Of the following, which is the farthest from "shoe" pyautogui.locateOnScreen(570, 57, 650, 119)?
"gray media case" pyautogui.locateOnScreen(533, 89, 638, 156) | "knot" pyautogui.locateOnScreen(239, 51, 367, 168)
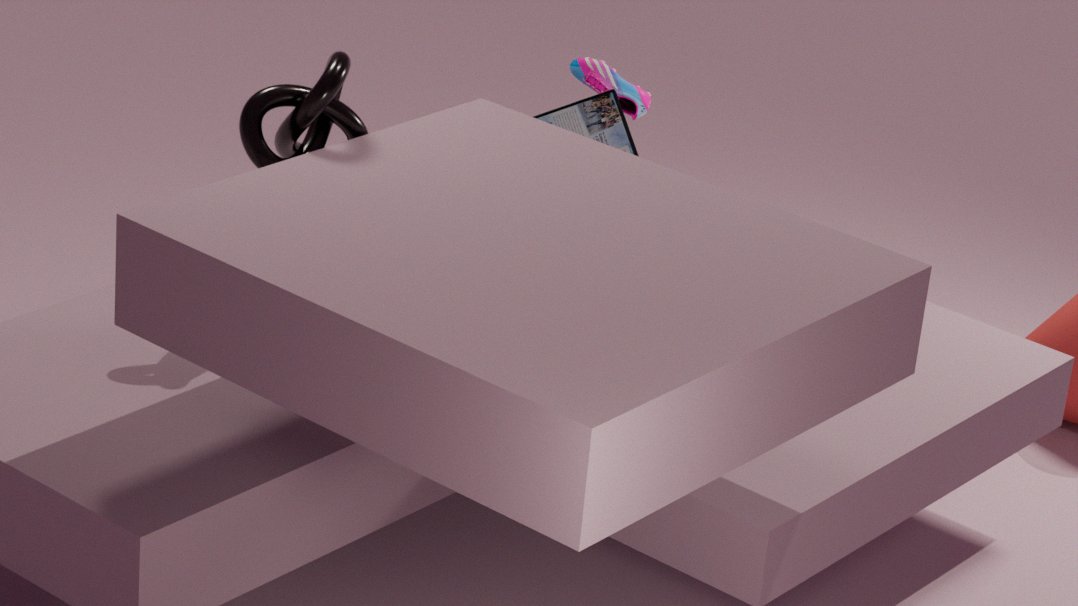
"knot" pyautogui.locateOnScreen(239, 51, 367, 168)
